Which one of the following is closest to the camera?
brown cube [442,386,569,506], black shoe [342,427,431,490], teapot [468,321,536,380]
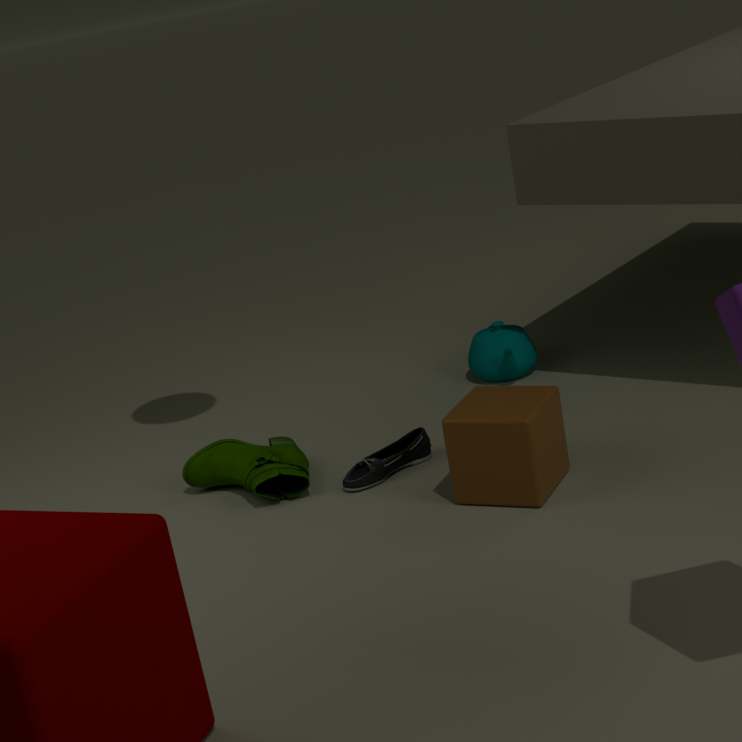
brown cube [442,386,569,506]
